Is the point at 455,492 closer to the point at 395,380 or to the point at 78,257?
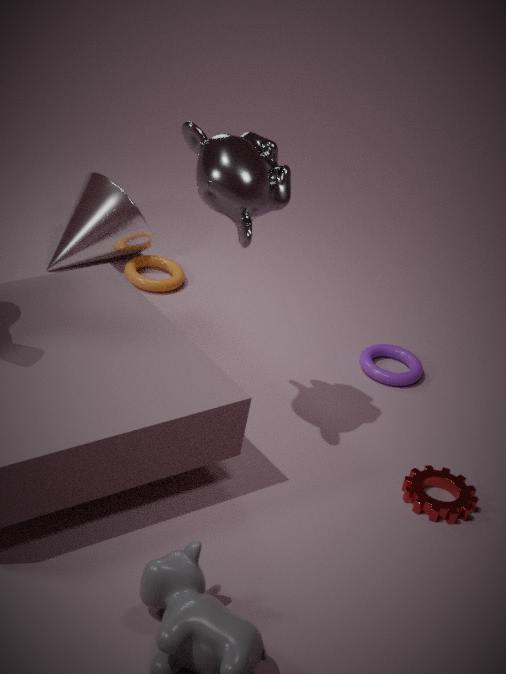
the point at 395,380
